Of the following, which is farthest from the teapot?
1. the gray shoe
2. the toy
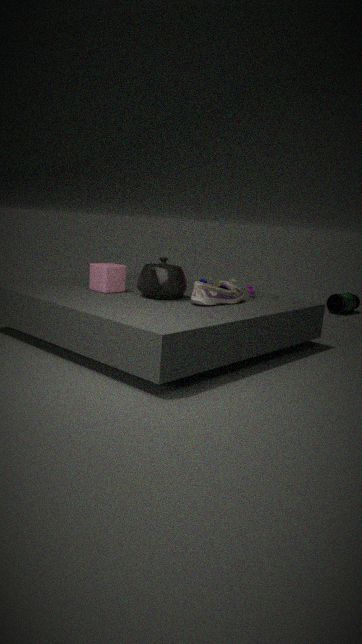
the toy
